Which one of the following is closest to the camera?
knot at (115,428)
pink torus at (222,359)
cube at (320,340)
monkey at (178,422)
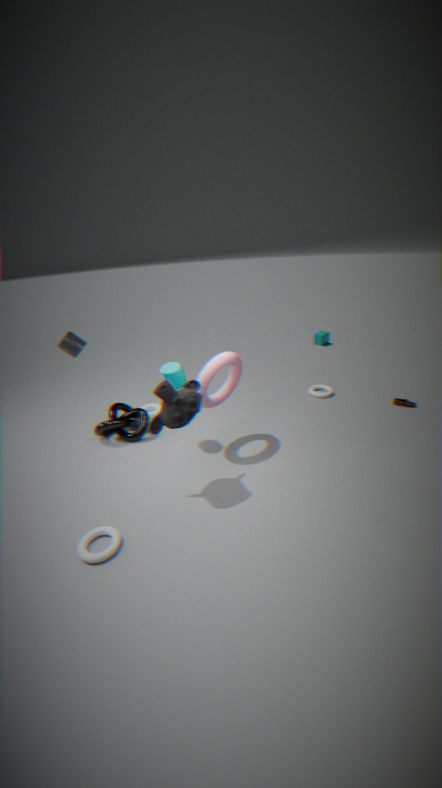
monkey at (178,422)
